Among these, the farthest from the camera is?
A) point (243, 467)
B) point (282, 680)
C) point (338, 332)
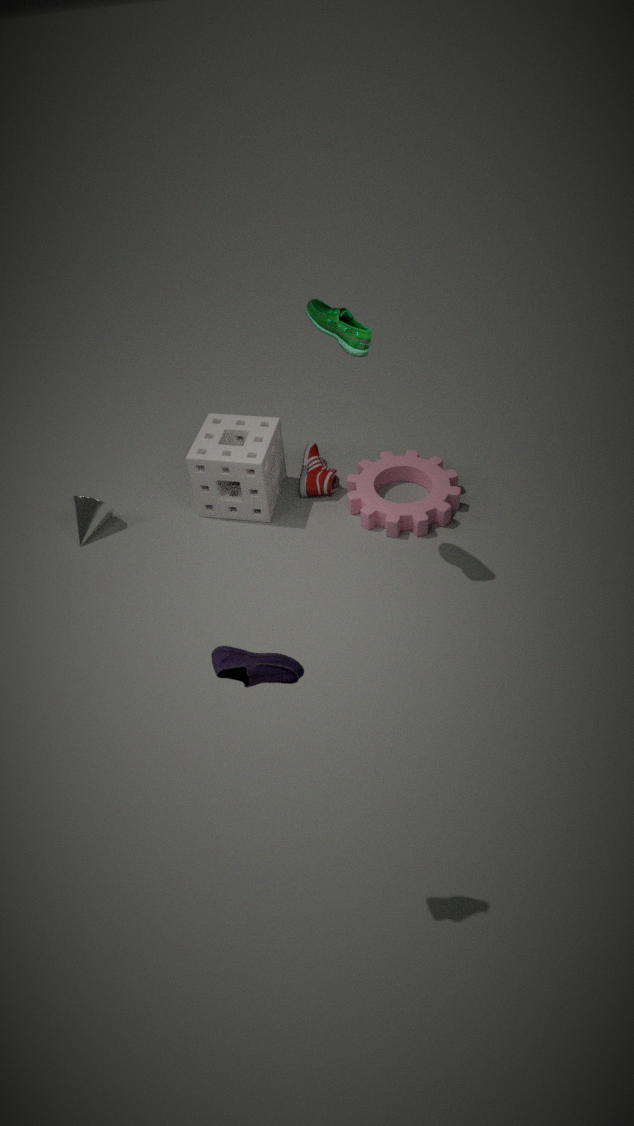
point (243, 467)
